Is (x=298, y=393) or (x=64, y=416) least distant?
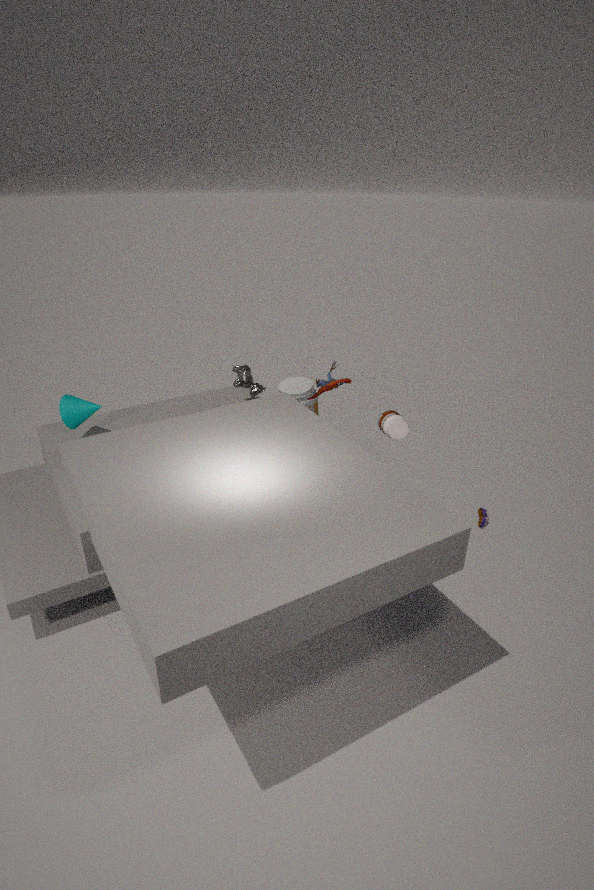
(x=64, y=416)
